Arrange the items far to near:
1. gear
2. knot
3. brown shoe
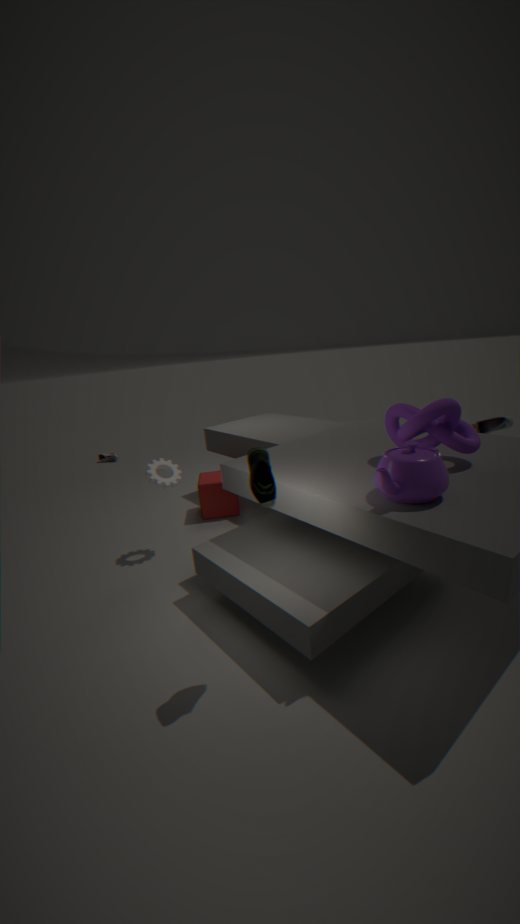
gear
knot
brown shoe
